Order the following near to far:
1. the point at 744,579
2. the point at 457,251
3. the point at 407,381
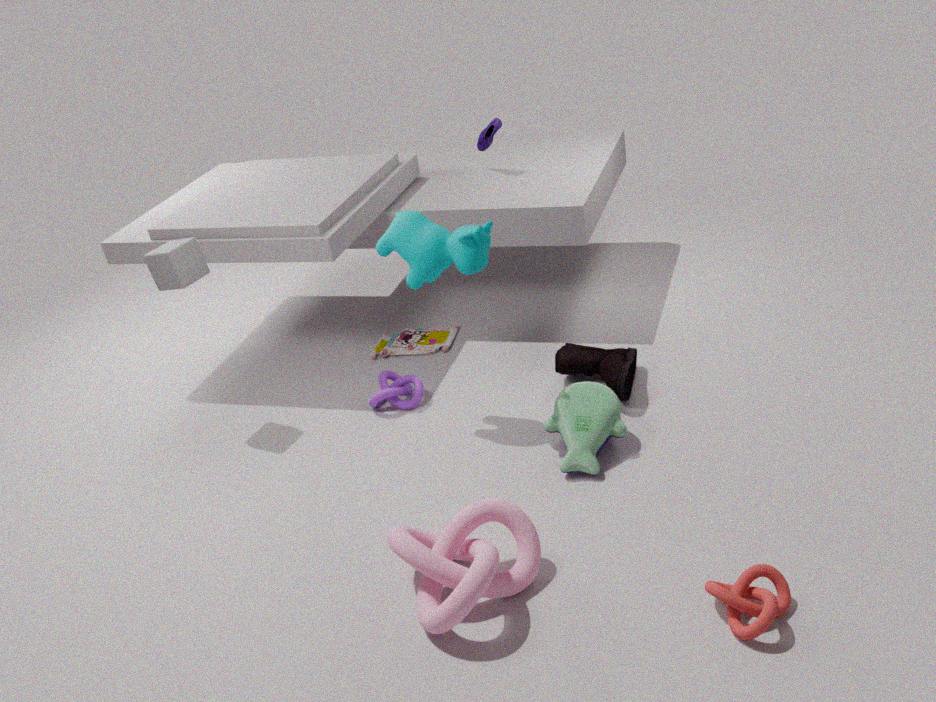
the point at 744,579
the point at 457,251
the point at 407,381
